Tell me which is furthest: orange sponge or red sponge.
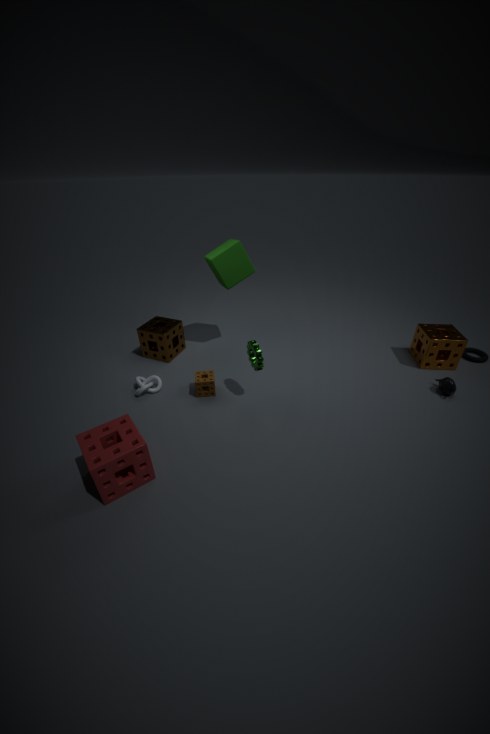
orange sponge
